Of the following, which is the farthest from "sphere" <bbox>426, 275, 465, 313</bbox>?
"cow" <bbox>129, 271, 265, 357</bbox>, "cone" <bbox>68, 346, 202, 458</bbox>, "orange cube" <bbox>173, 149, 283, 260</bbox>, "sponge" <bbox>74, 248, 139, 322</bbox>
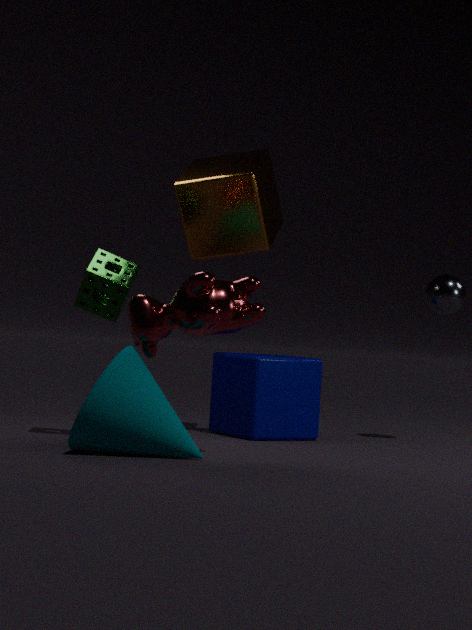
"cone" <bbox>68, 346, 202, 458</bbox>
